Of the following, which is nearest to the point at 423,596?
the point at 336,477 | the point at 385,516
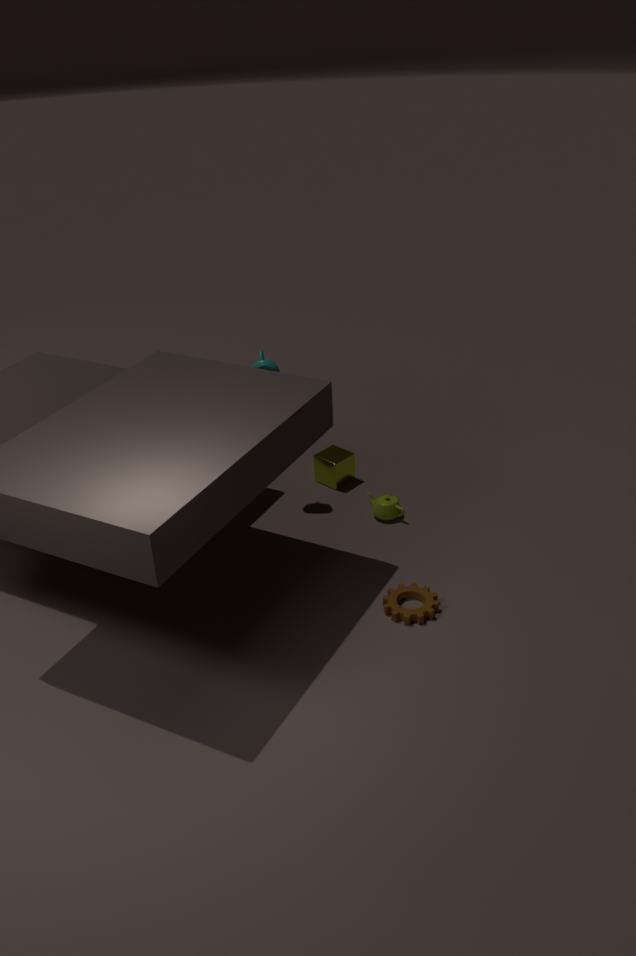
the point at 385,516
